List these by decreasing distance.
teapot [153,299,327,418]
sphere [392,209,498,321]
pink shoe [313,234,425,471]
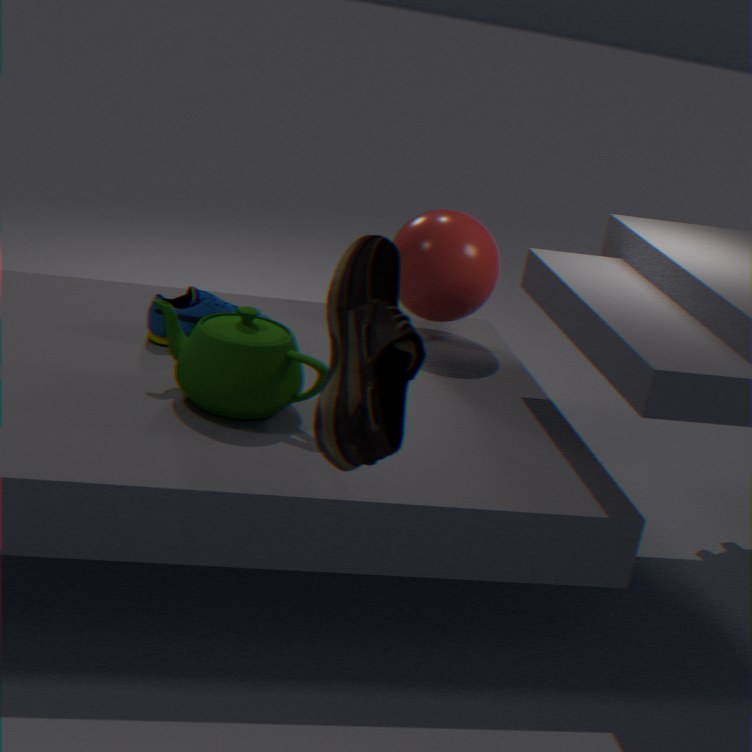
sphere [392,209,498,321], teapot [153,299,327,418], pink shoe [313,234,425,471]
